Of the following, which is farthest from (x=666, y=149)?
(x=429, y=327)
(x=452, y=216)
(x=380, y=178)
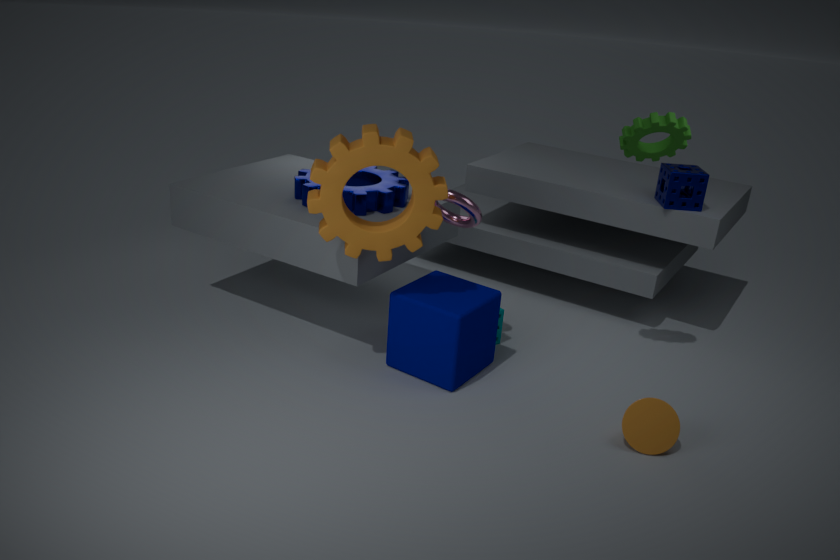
(x=380, y=178)
